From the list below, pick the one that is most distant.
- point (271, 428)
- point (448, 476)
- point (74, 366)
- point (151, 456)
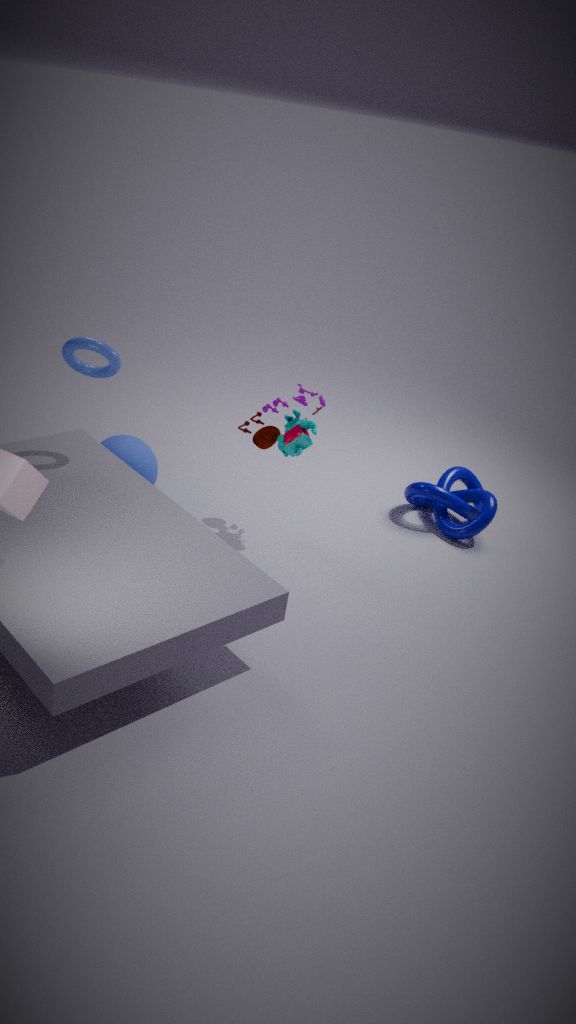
point (448, 476)
